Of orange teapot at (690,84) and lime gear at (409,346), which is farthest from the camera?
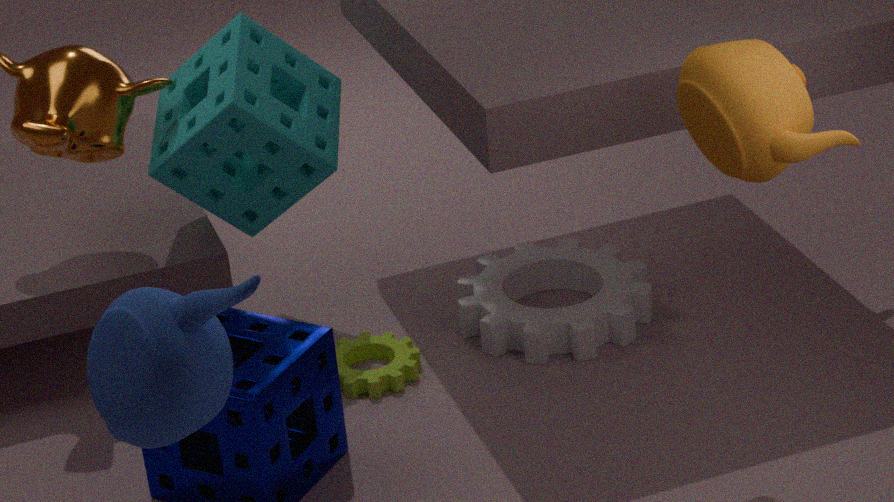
lime gear at (409,346)
